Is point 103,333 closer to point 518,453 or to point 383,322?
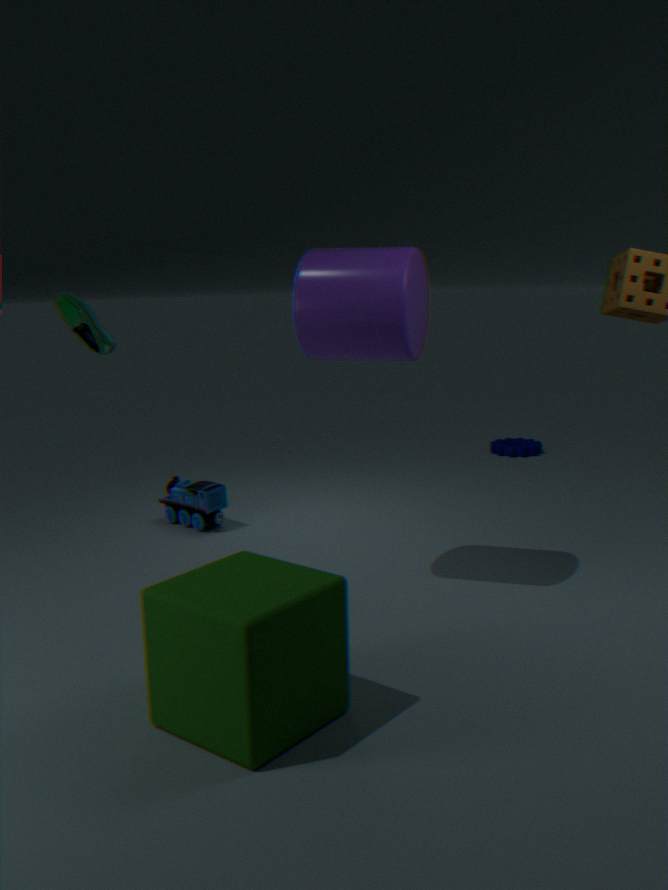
point 383,322
